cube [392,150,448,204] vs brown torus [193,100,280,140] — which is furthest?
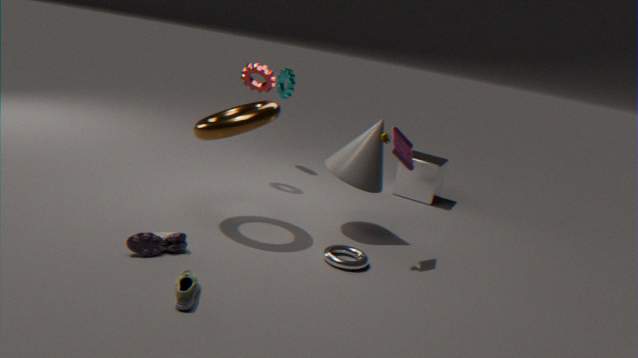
cube [392,150,448,204]
